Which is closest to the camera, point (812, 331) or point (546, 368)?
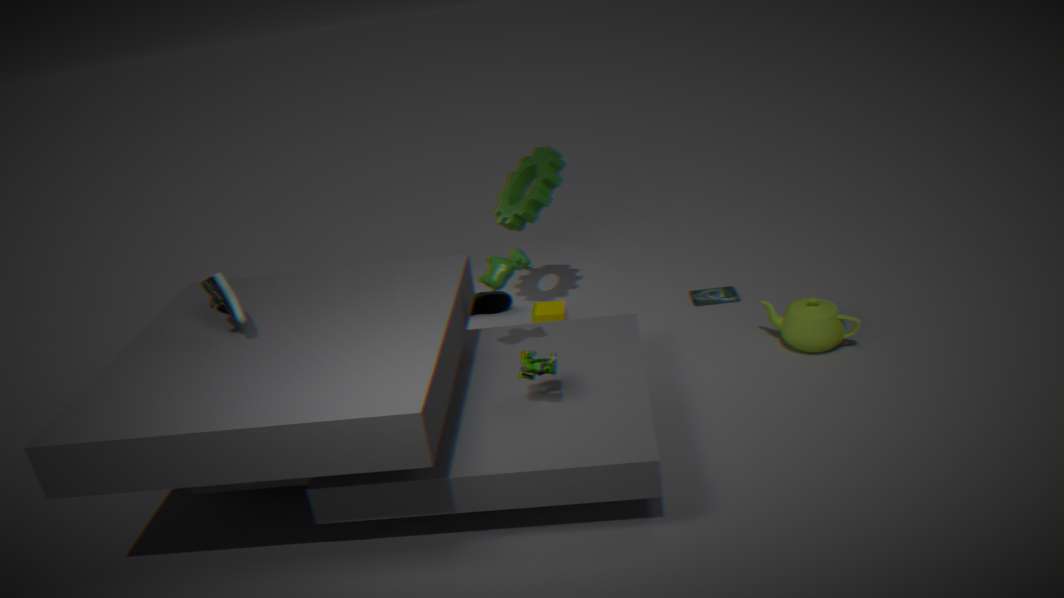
point (546, 368)
